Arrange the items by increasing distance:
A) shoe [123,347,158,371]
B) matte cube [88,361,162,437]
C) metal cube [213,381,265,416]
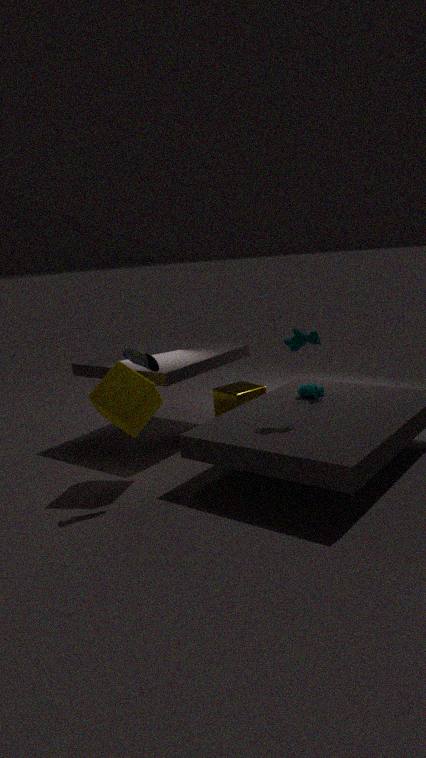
shoe [123,347,158,371], matte cube [88,361,162,437], metal cube [213,381,265,416]
